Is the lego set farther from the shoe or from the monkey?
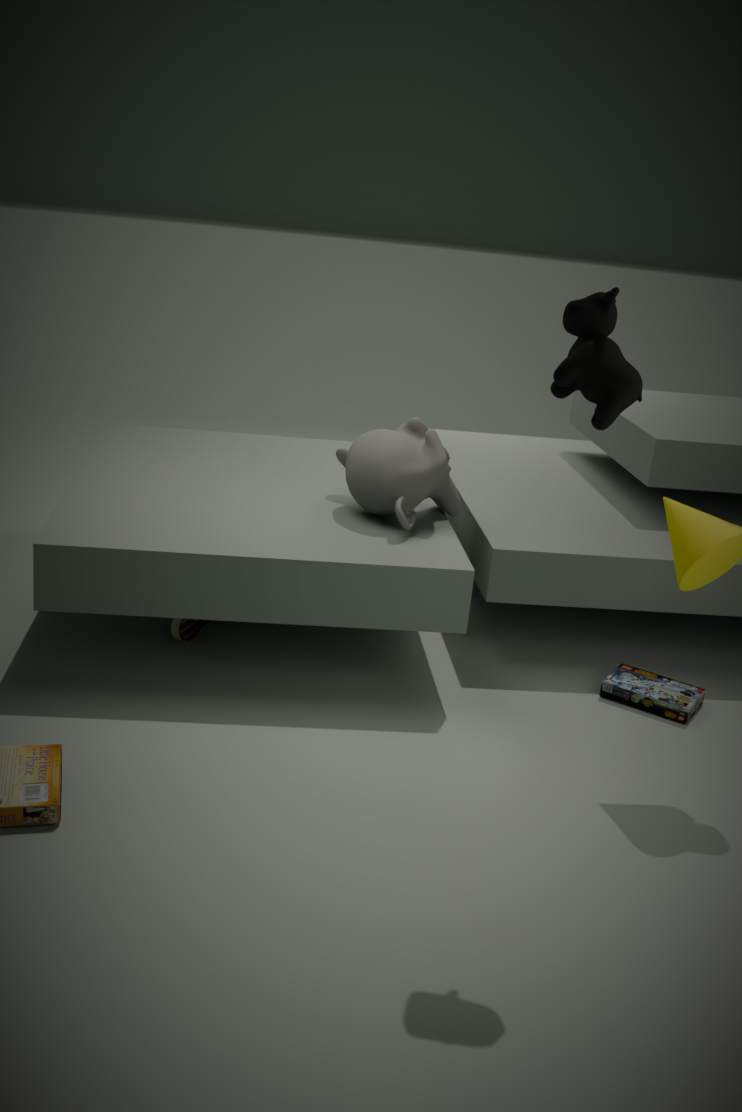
the shoe
